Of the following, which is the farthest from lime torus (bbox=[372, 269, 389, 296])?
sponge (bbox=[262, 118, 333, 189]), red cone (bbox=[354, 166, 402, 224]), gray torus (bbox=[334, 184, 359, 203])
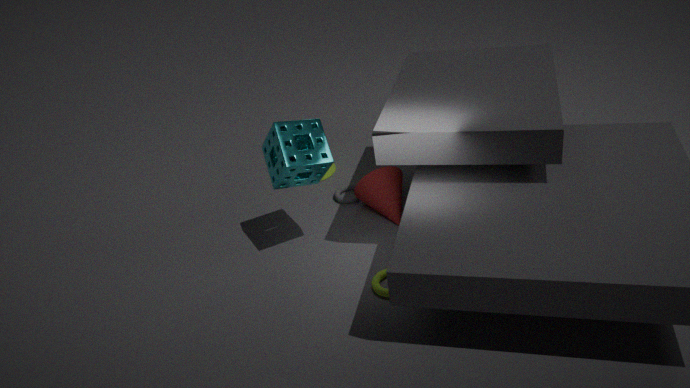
gray torus (bbox=[334, 184, 359, 203])
